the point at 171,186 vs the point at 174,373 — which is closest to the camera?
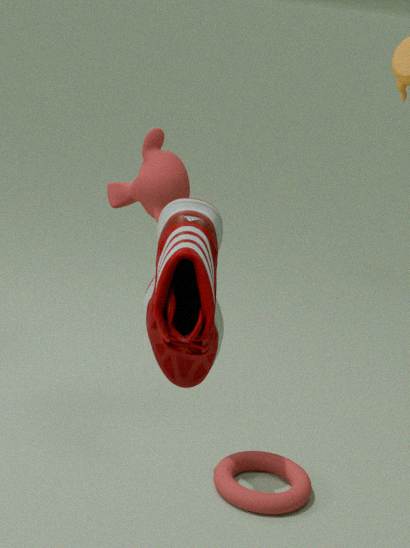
the point at 174,373
